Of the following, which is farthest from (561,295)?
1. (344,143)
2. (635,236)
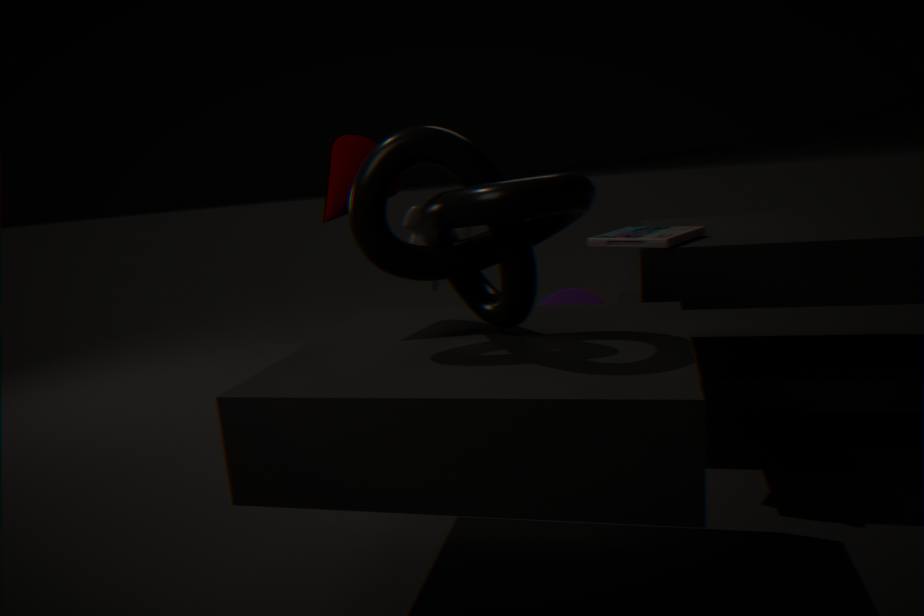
(344,143)
